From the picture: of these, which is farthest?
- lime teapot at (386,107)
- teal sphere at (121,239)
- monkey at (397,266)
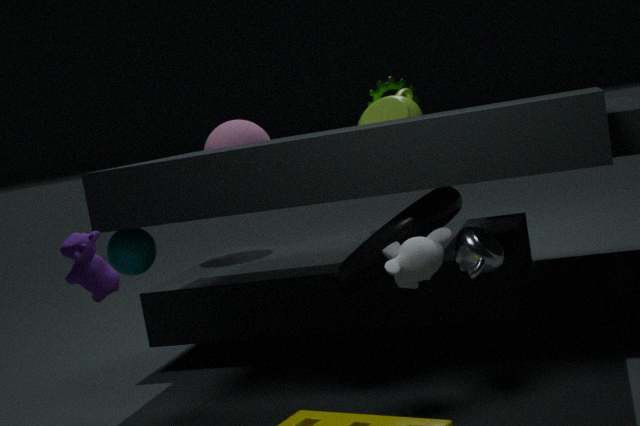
lime teapot at (386,107)
